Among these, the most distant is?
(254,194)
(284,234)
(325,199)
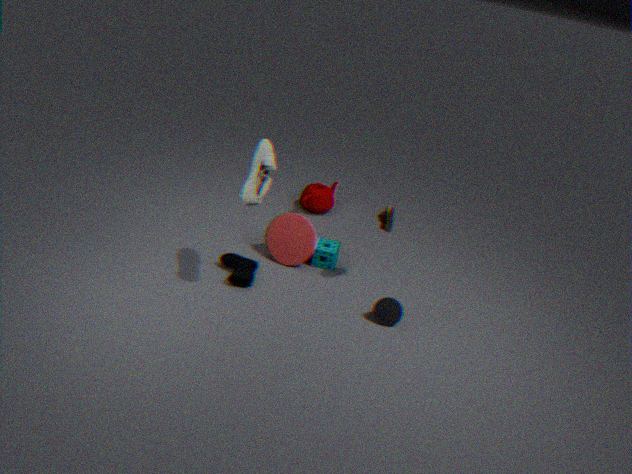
(325,199)
